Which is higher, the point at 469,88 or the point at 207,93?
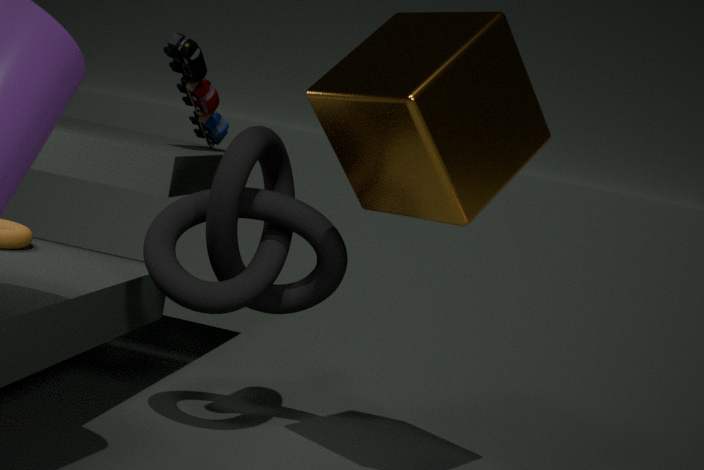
the point at 469,88
